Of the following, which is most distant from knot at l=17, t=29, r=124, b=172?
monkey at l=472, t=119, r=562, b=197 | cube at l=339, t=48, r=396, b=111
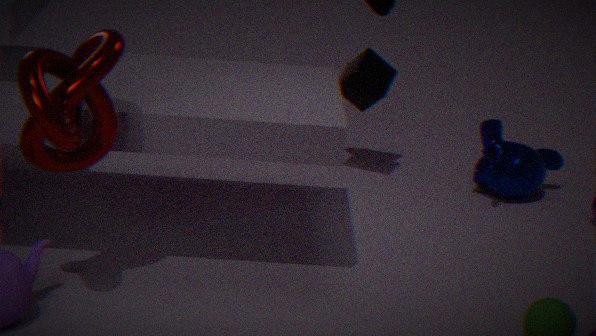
monkey at l=472, t=119, r=562, b=197
